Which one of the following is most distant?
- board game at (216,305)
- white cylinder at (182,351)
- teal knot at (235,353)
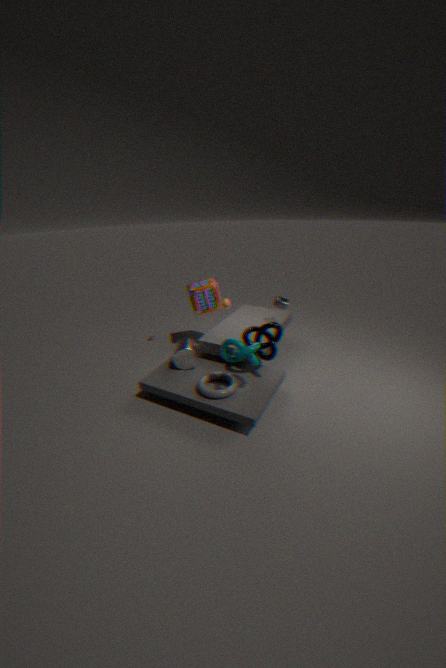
board game at (216,305)
